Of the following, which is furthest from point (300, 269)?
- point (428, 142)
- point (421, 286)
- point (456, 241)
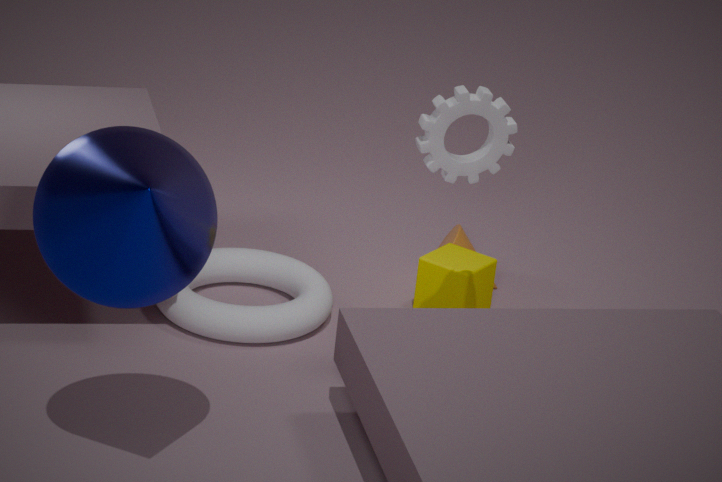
point (428, 142)
